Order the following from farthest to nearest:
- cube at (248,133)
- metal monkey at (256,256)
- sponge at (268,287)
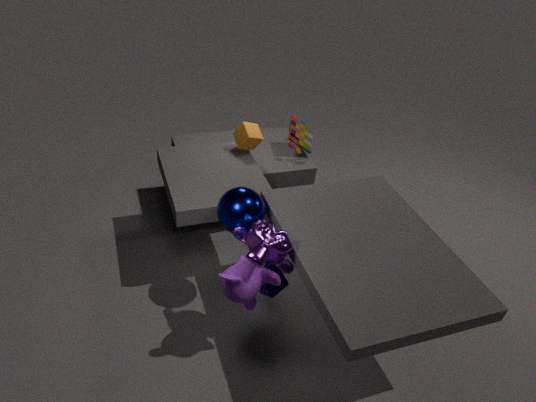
cube at (248,133), sponge at (268,287), metal monkey at (256,256)
